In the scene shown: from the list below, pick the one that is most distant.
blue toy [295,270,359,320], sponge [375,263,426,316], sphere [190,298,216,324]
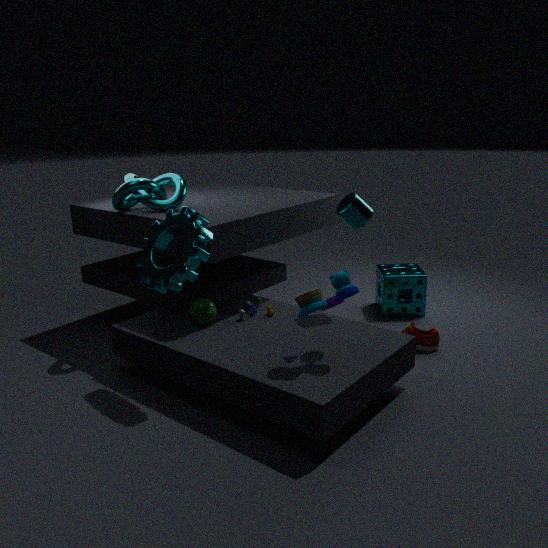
sponge [375,263,426,316]
